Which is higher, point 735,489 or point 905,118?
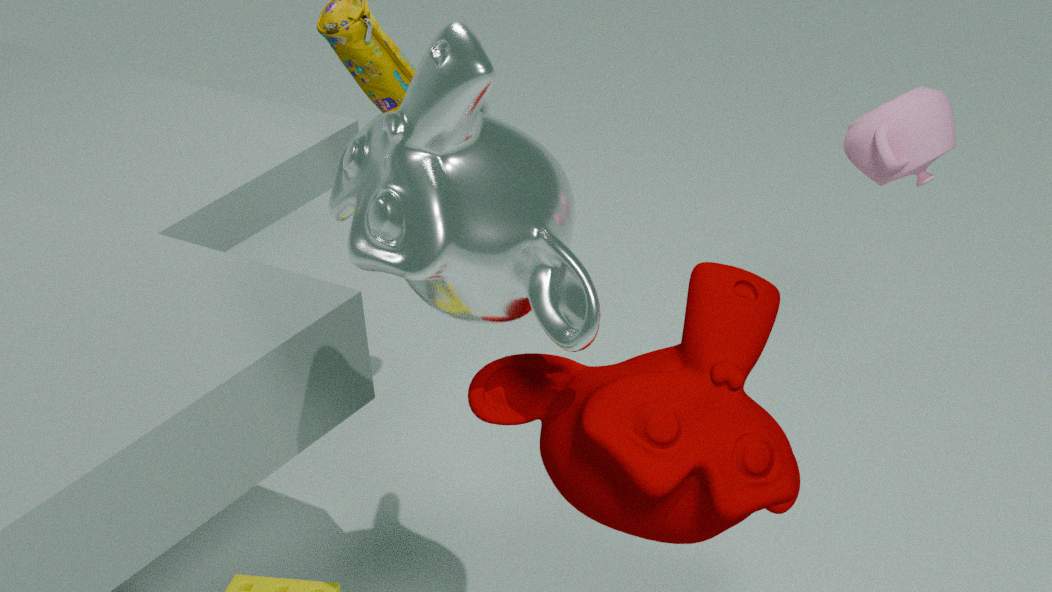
point 905,118
